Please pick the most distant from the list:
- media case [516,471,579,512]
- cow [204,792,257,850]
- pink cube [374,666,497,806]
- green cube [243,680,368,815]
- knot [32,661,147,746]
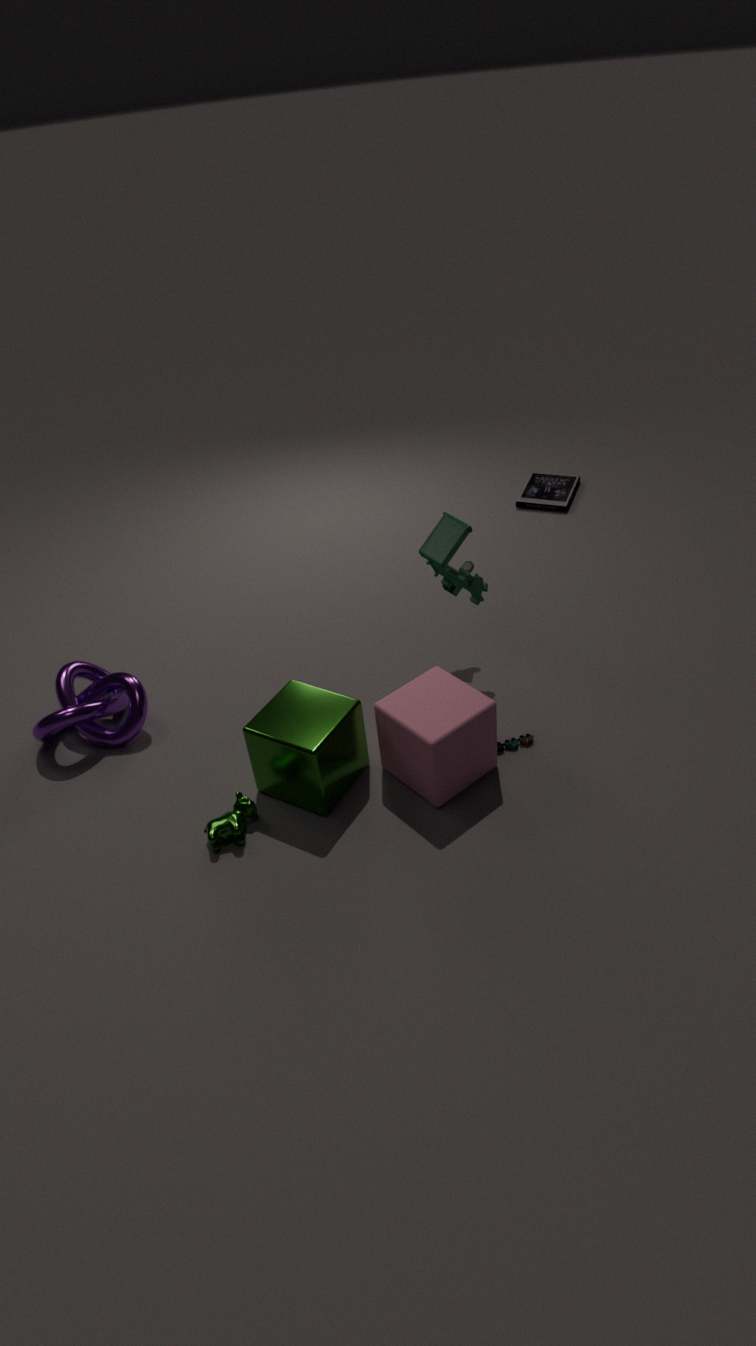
media case [516,471,579,512]
